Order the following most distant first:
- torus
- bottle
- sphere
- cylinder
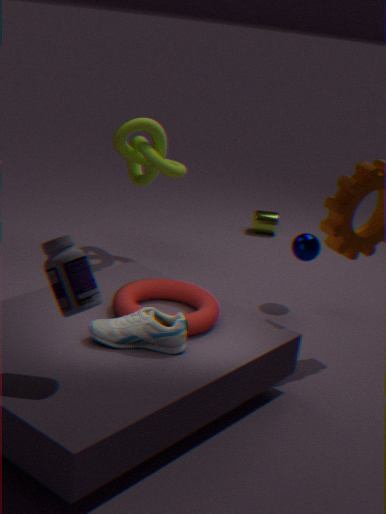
1. cylinder
2. sphere
3. torus
4. bottle
